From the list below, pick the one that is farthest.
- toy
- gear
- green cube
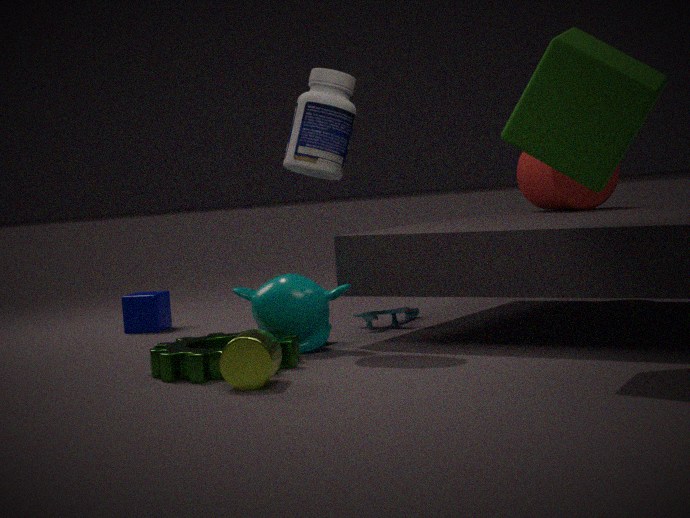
toy
